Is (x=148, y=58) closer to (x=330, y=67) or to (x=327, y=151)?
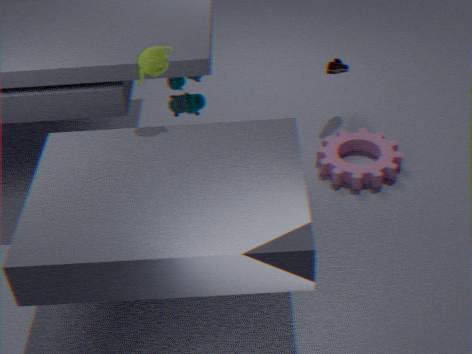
(x=327, y=151)
